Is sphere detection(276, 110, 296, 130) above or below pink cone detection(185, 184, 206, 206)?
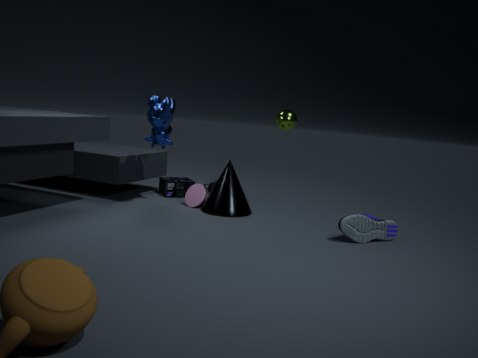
above
